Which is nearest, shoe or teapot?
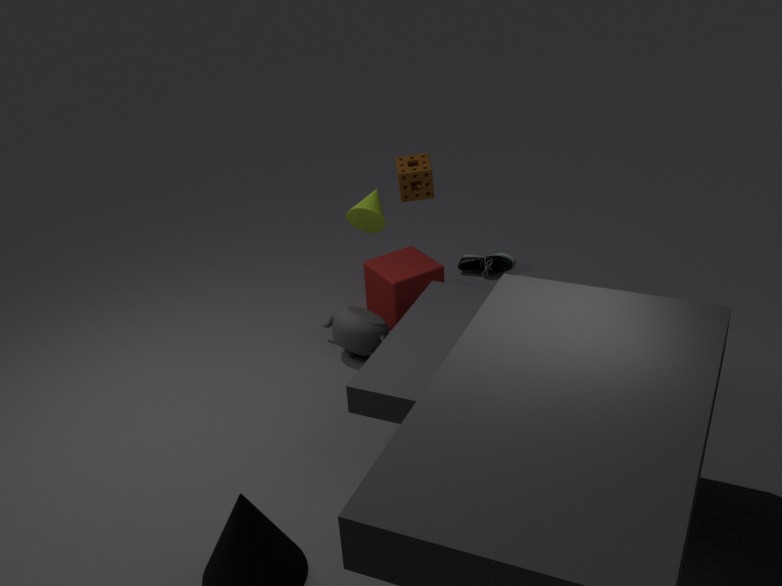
teapot
